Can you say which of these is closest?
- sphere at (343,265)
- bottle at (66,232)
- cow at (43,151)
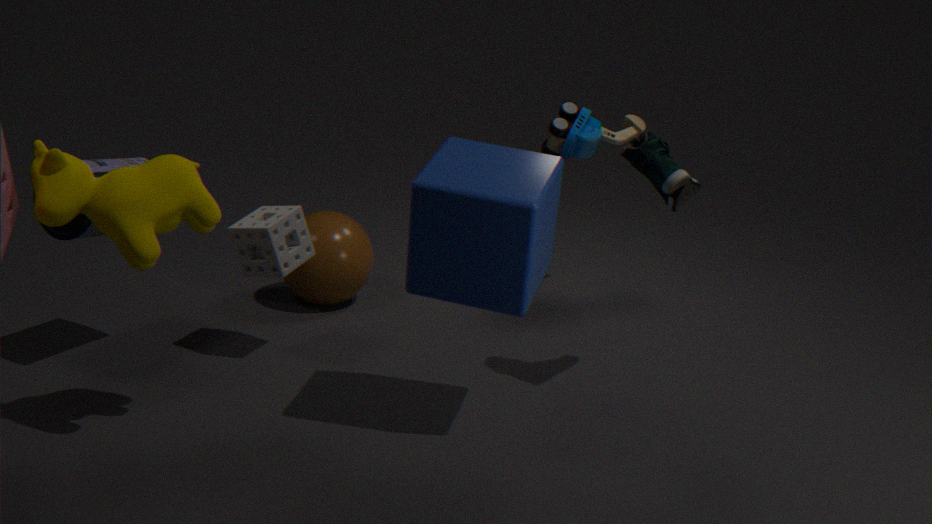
cow at (43,151)
